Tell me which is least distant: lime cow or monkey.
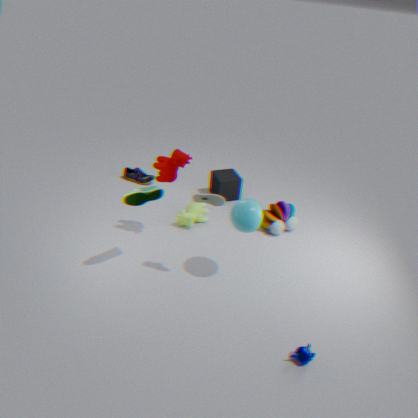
monkey
